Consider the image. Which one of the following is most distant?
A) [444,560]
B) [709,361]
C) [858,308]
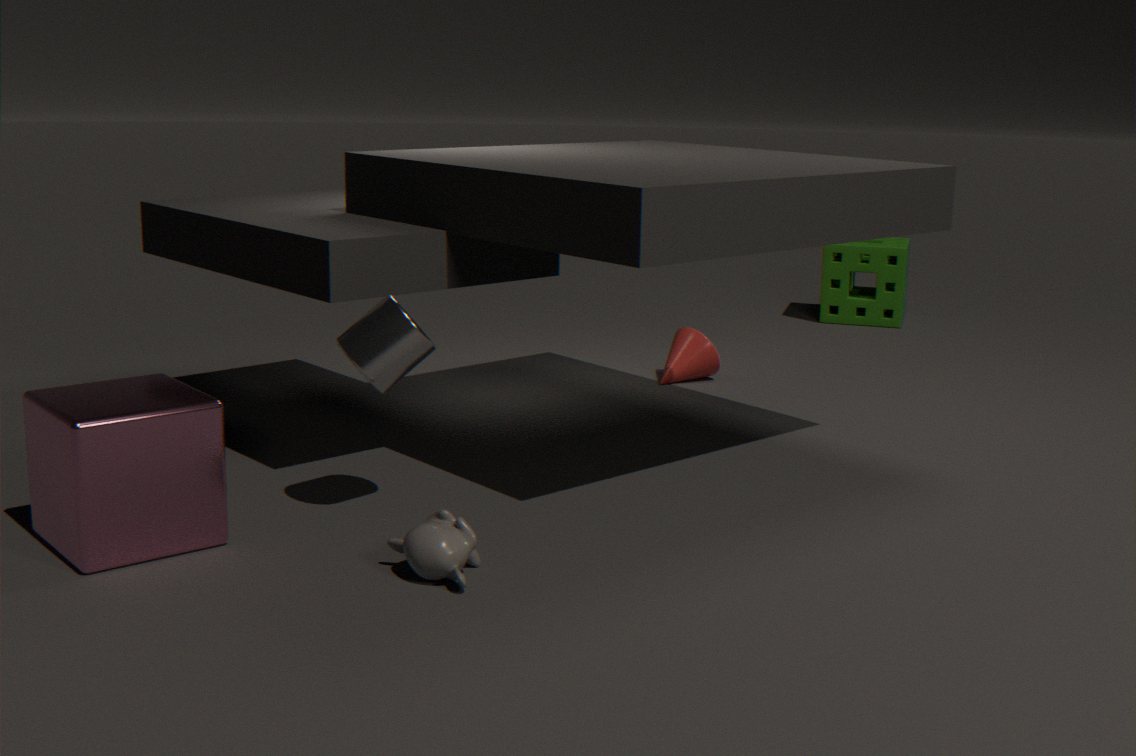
[858,308]
